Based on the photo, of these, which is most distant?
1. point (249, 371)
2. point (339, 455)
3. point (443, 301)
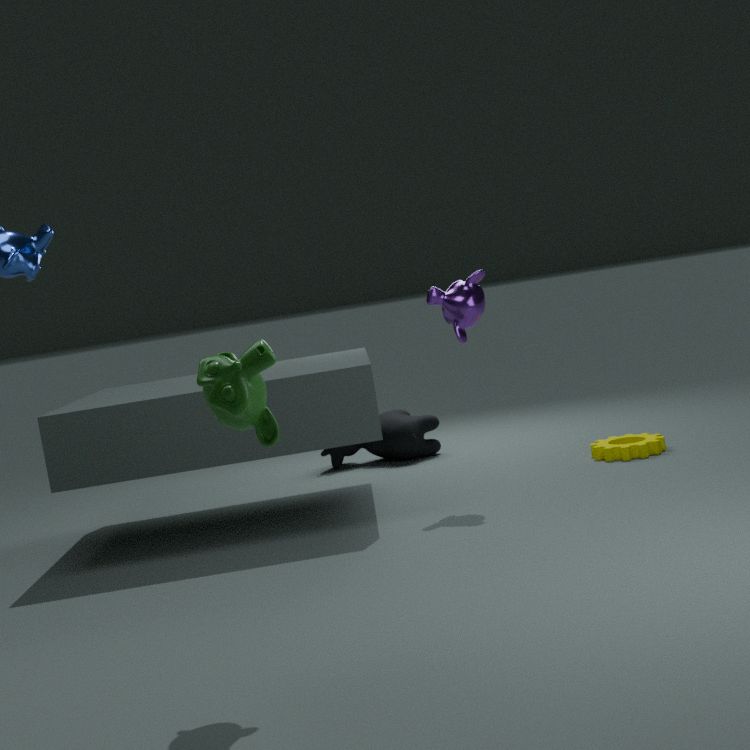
point (339, 455)
